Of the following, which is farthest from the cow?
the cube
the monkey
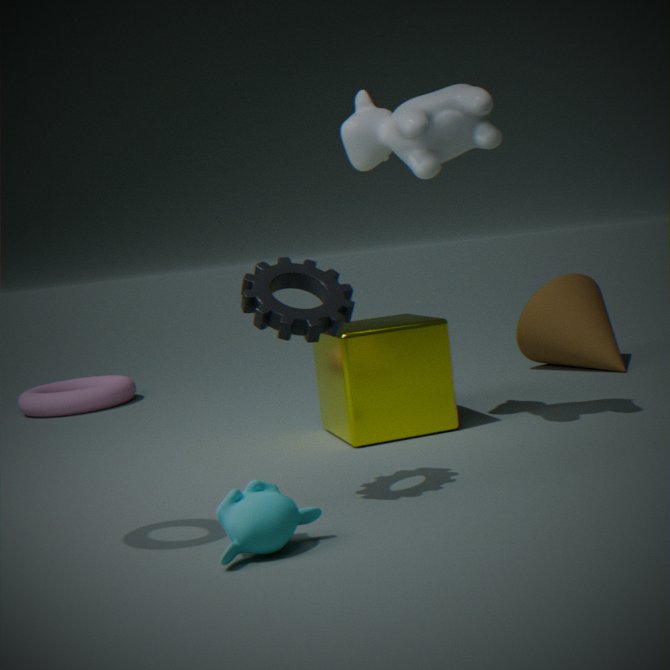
the monkey
